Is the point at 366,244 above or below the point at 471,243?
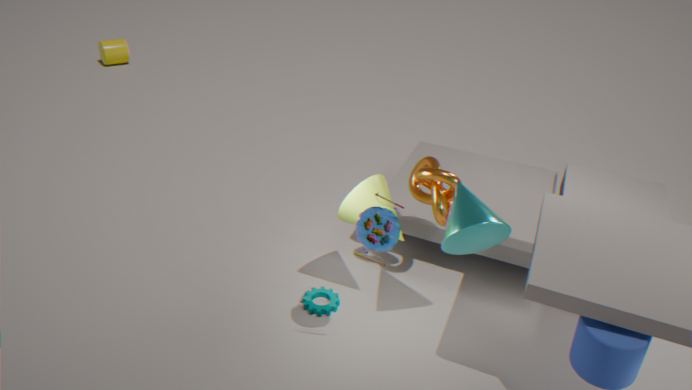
above
